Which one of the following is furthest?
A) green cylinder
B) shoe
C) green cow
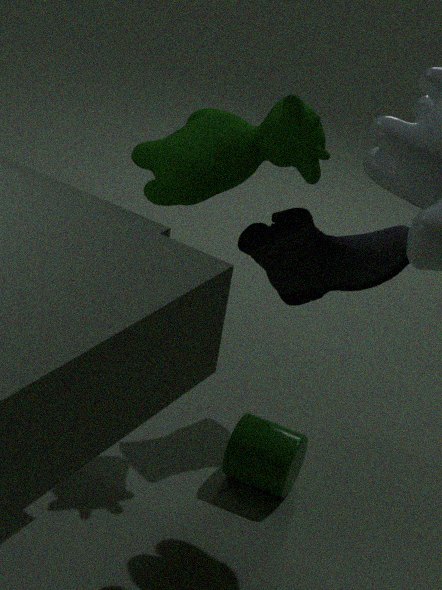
shoe
